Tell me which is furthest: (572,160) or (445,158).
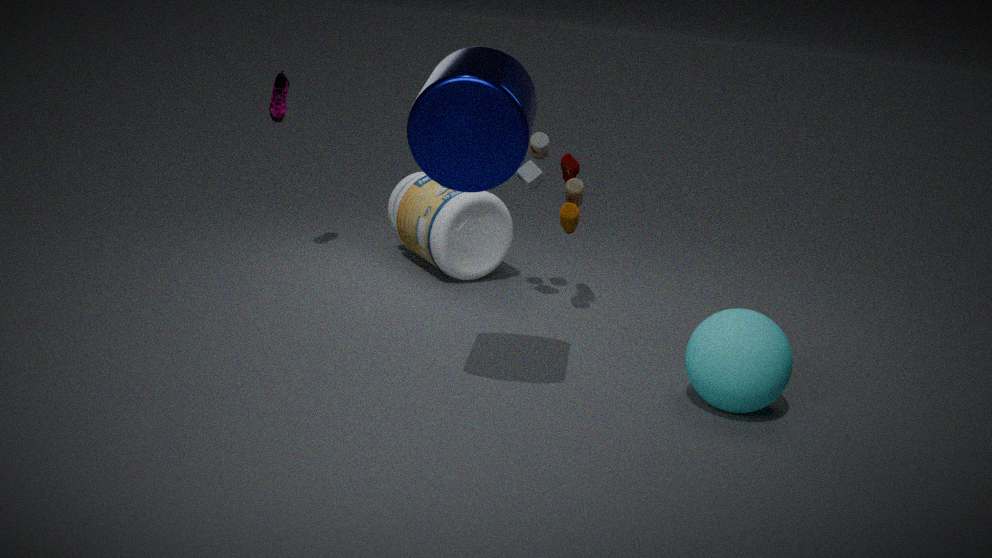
(572,160)
